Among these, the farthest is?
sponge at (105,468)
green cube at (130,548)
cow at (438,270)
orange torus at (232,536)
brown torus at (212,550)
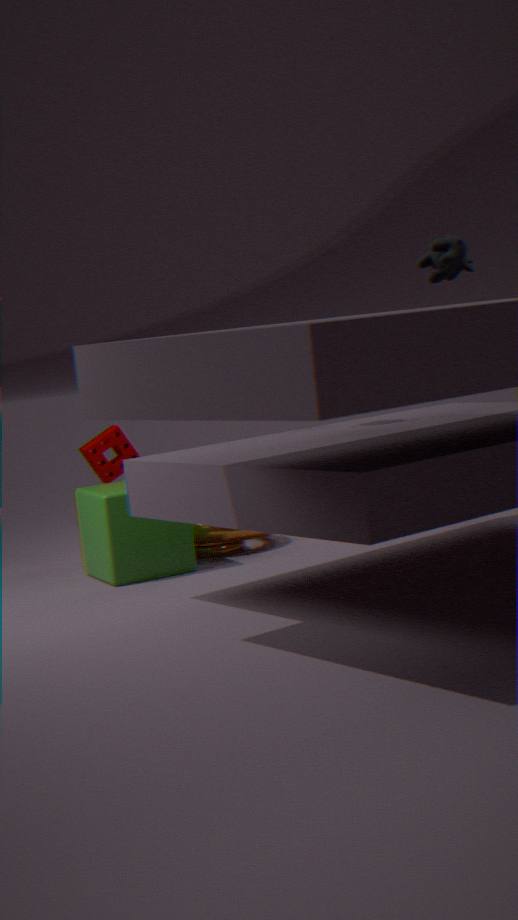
sponge at (105,468)
